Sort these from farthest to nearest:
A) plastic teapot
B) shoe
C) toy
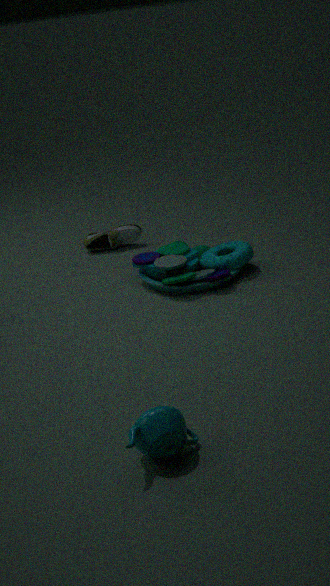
shoe → toy → plastic teapot
